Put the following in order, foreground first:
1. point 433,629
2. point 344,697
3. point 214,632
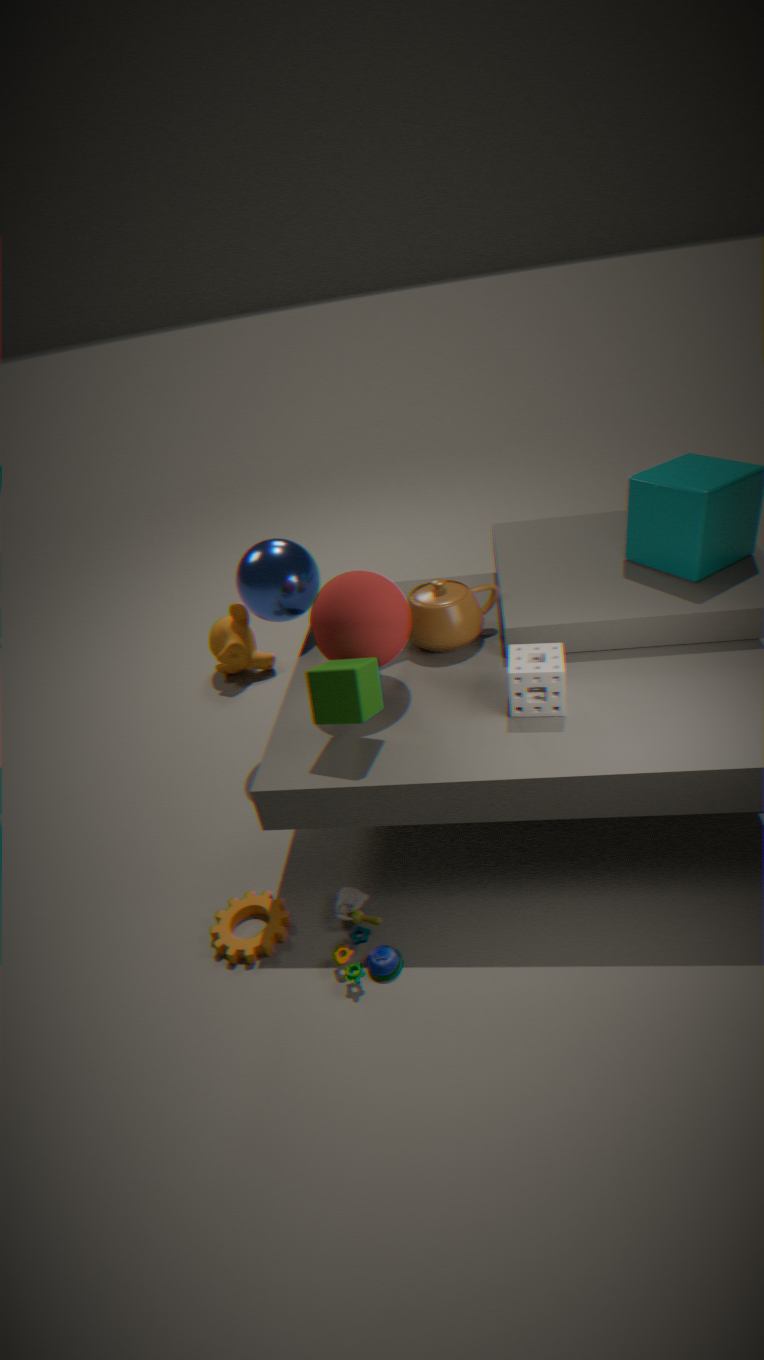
point 344,697
point 433,629
point 214,632
